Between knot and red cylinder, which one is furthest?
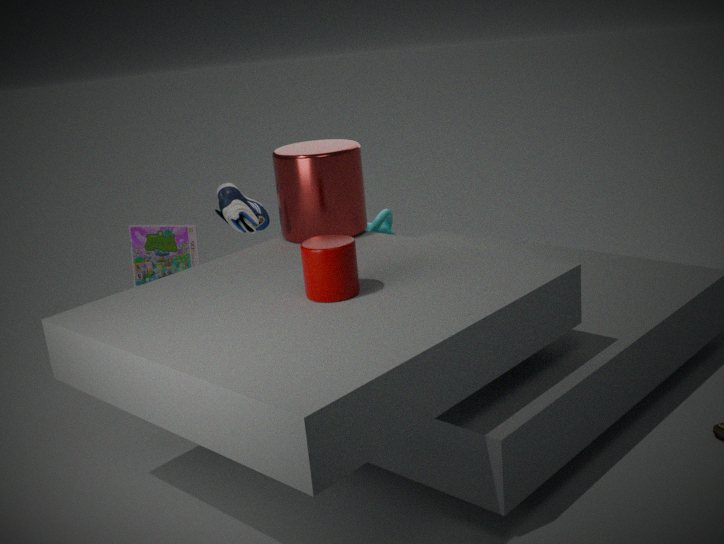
knot
